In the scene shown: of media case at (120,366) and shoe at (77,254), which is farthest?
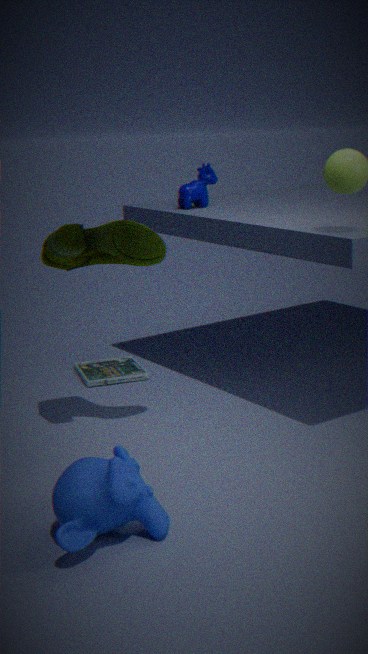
media case at (120,366)
